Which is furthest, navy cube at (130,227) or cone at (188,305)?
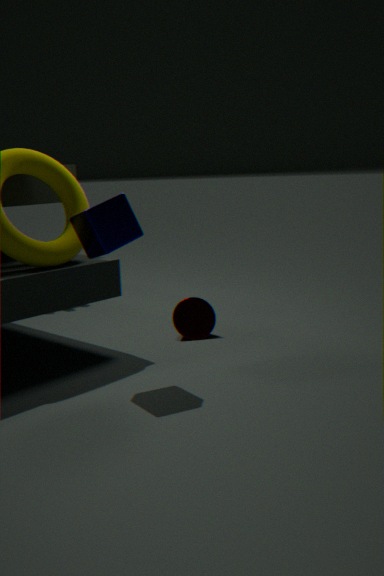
cone at (188,305)
